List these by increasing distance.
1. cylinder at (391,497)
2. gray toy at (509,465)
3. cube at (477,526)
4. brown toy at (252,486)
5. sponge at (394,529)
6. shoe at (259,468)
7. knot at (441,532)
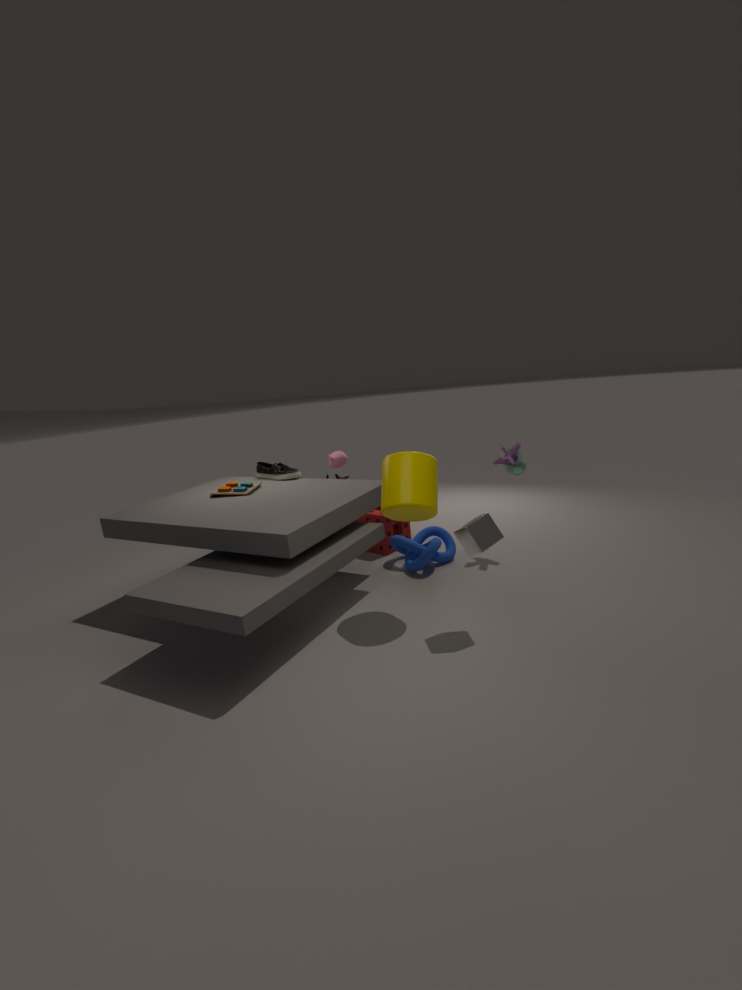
cube at (477,526) < cylinder at (391,497) < knot at (441,532) < gray toy at (509,465) < brown toy at (252,486) < sponge at (394,529) < shoe at (259,468)
